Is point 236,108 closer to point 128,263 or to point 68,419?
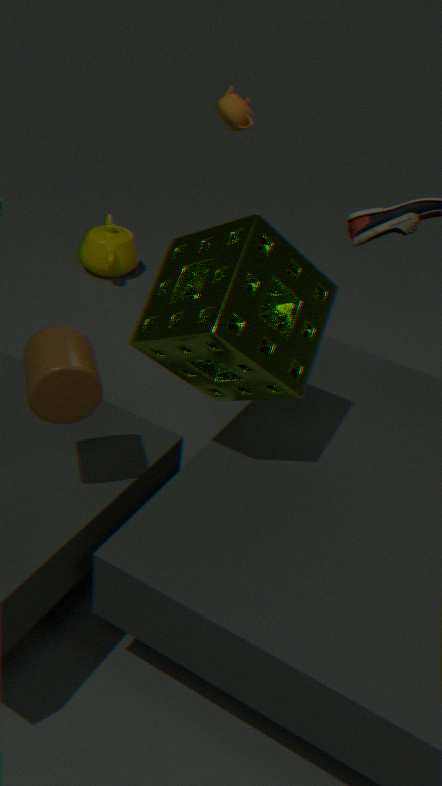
point 128,263
